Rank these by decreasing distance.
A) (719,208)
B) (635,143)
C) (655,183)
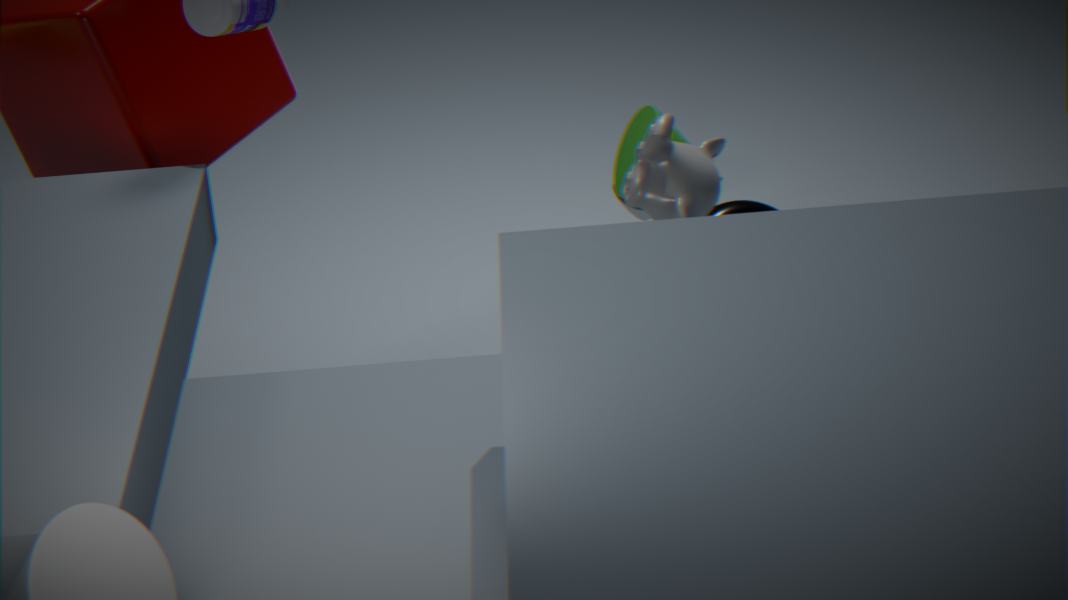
(635,143), (719,208), (655,183)
